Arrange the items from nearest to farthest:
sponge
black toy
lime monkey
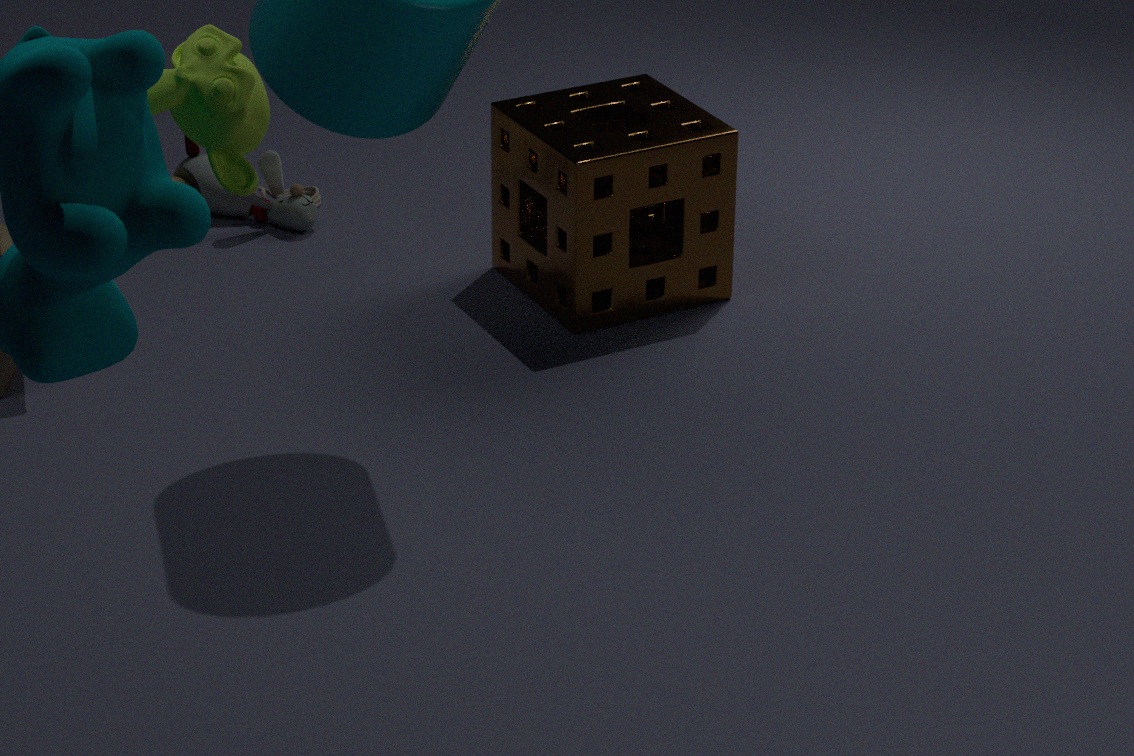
1. lime monkey
2. sponge
3. black toy
